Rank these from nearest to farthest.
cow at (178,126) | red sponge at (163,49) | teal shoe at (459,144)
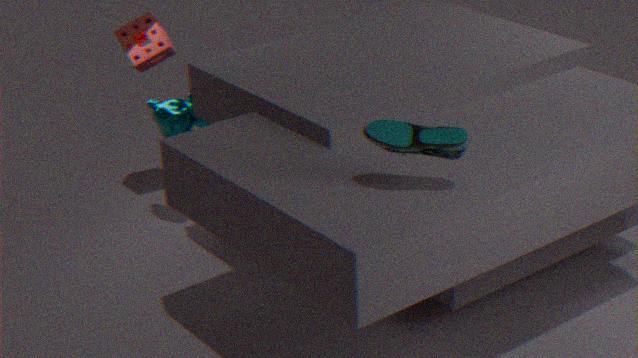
teal shoe at (459,144), cow at (178,126), red sponge at (163,49)
